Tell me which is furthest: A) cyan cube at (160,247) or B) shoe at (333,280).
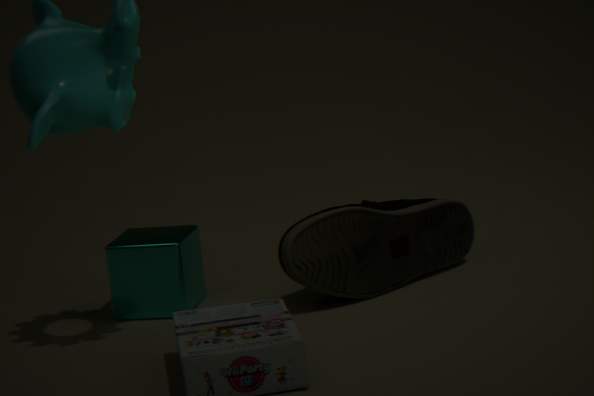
A. cyan cube at (160,247)
